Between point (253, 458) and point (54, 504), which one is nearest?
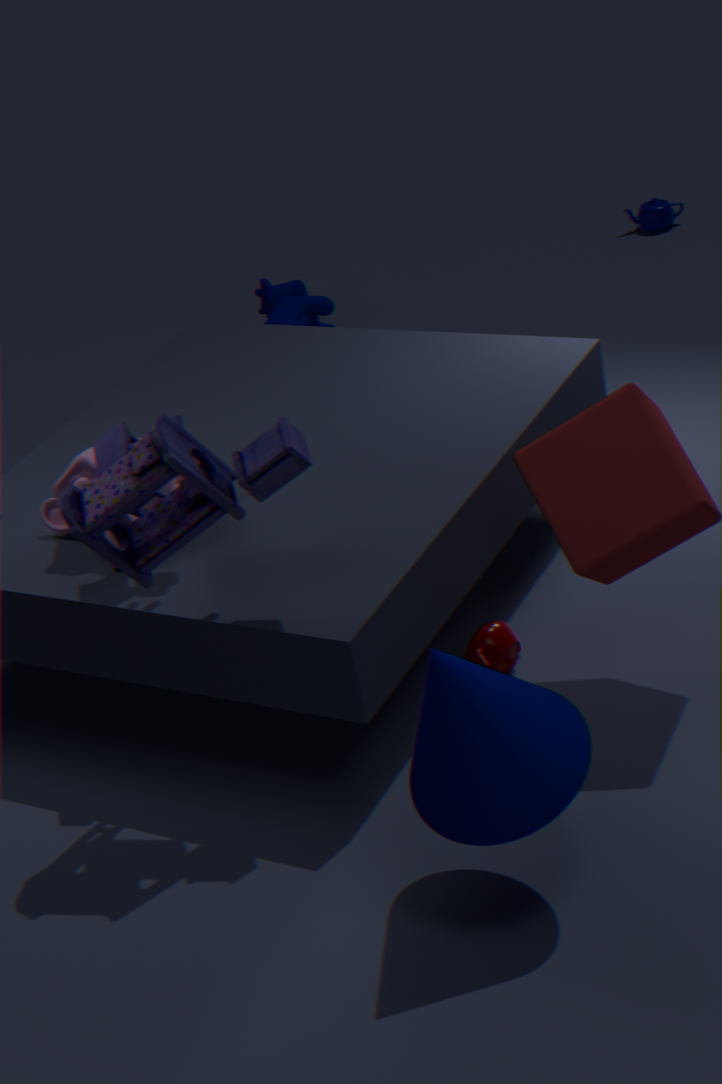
point (253, 458)
